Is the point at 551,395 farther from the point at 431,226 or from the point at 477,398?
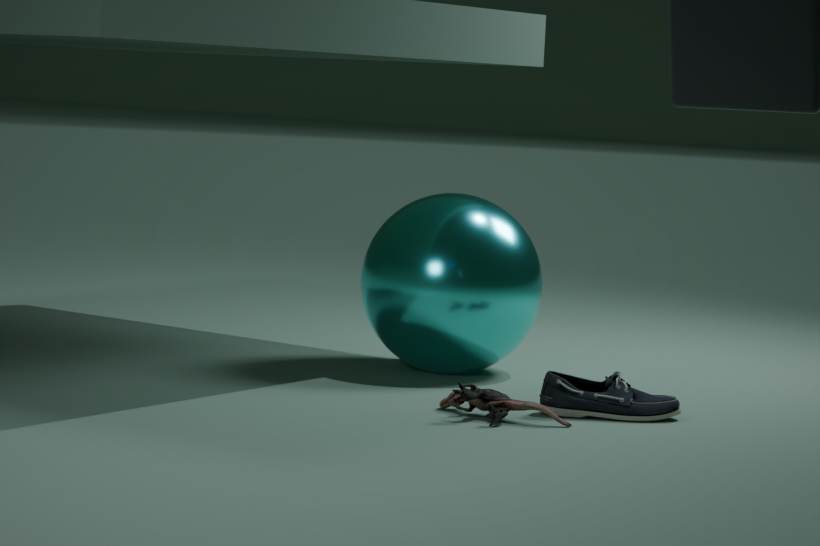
the point at 431,226
